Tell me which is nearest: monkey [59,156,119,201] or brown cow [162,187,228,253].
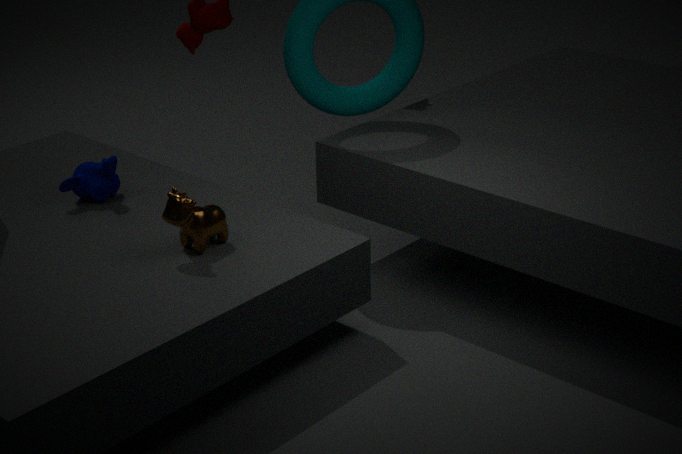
brown cow [162,187,228,253]
